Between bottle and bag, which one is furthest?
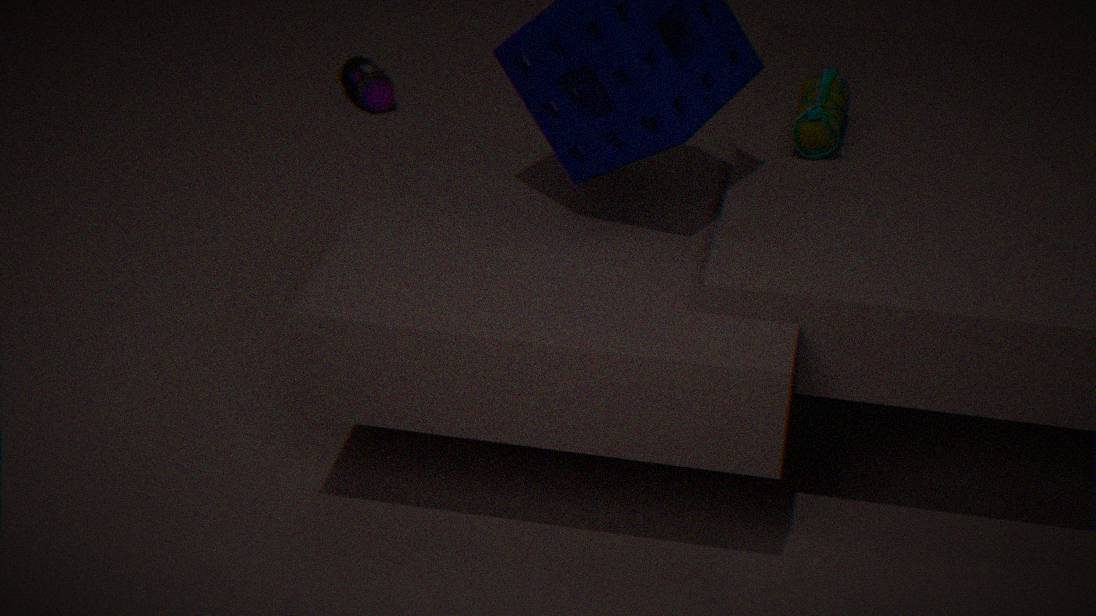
bottle
